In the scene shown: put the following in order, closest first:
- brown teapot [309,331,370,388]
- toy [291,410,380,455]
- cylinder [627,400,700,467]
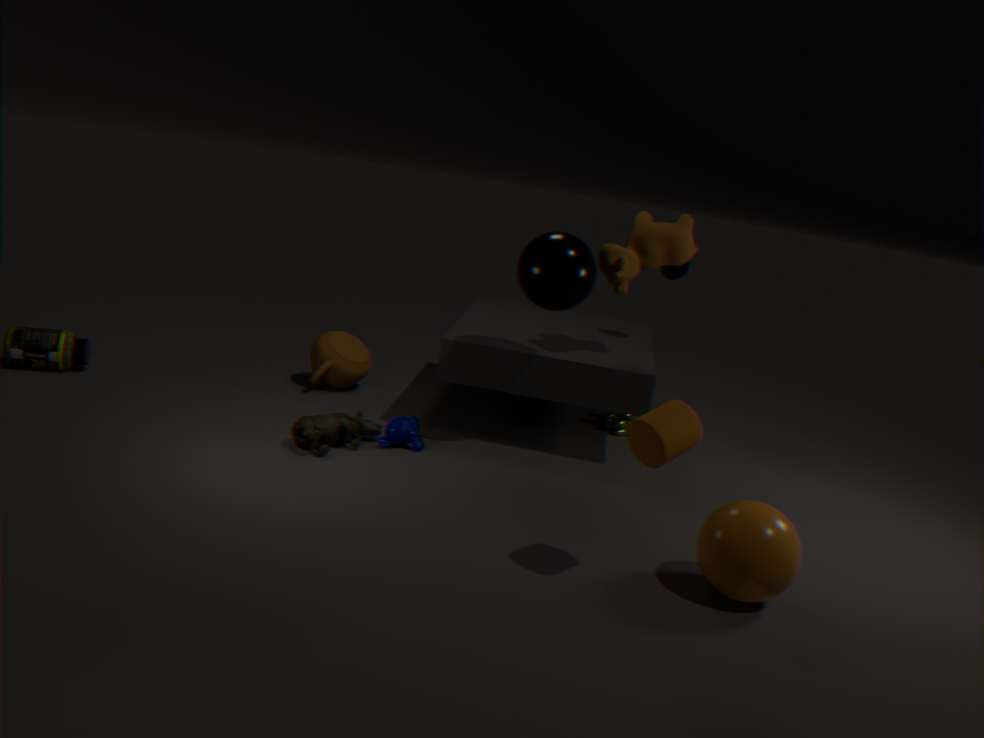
cylinder [627,400,700,467] → toy [291,410,380,455] → brown teapot [309,331,370,388]
